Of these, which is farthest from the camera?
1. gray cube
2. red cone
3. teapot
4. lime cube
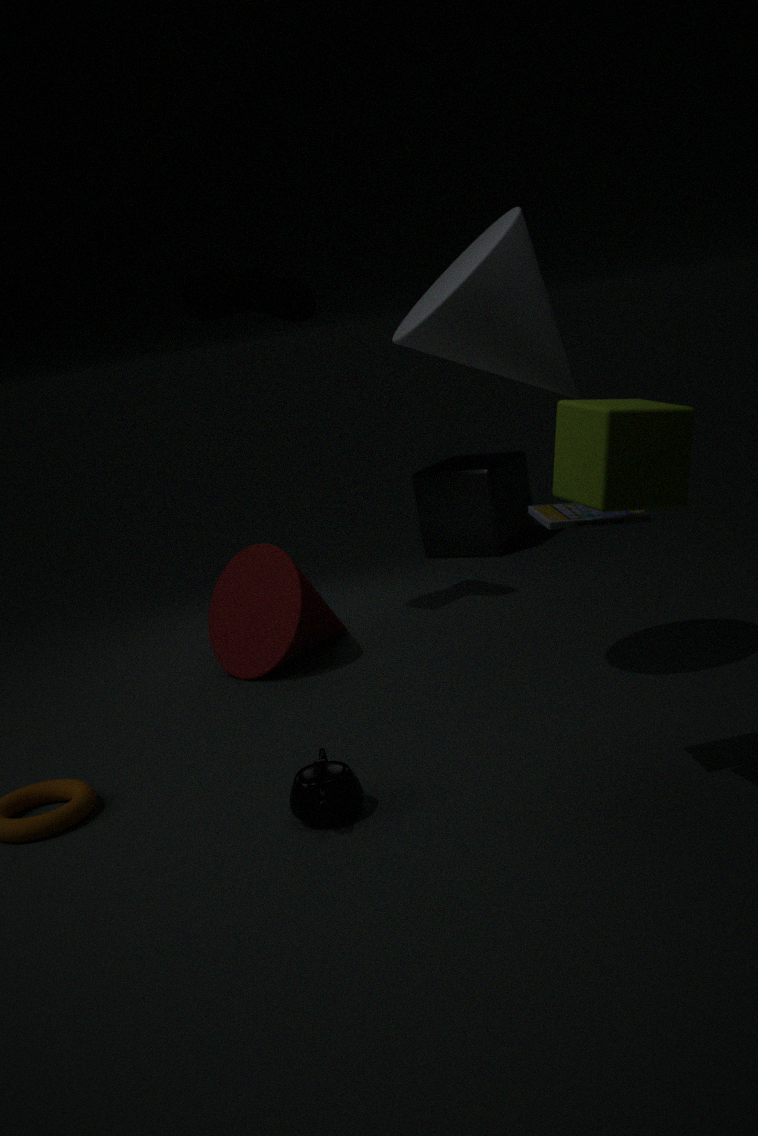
gray cube
